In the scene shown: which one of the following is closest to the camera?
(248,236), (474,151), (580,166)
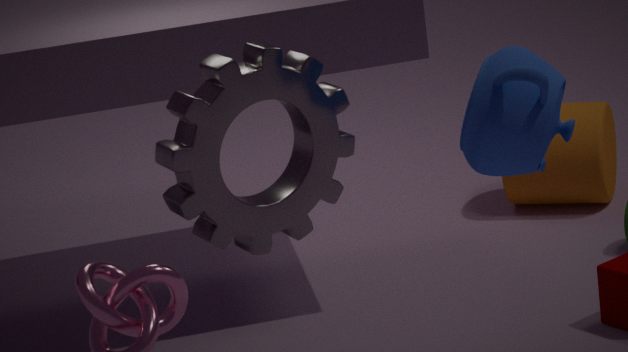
(474,151)
